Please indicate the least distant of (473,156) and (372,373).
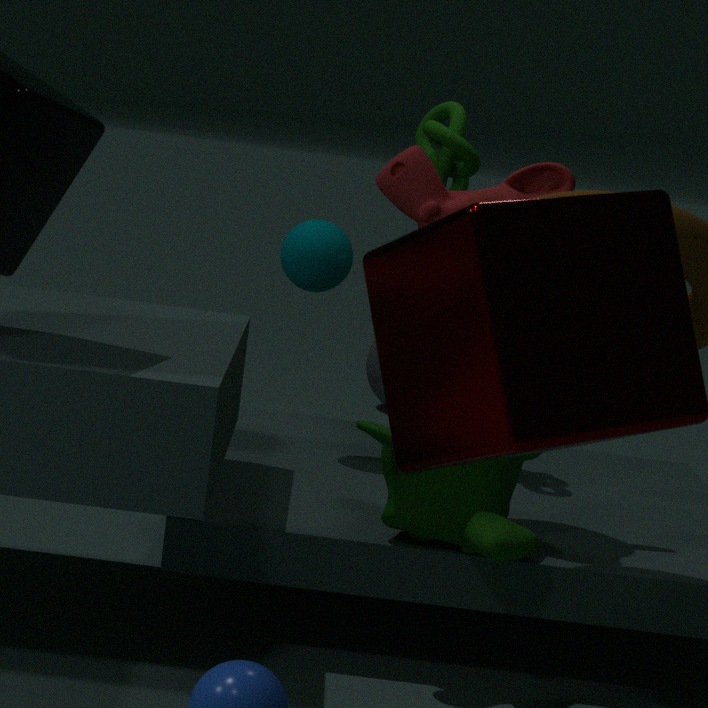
(473,156)
